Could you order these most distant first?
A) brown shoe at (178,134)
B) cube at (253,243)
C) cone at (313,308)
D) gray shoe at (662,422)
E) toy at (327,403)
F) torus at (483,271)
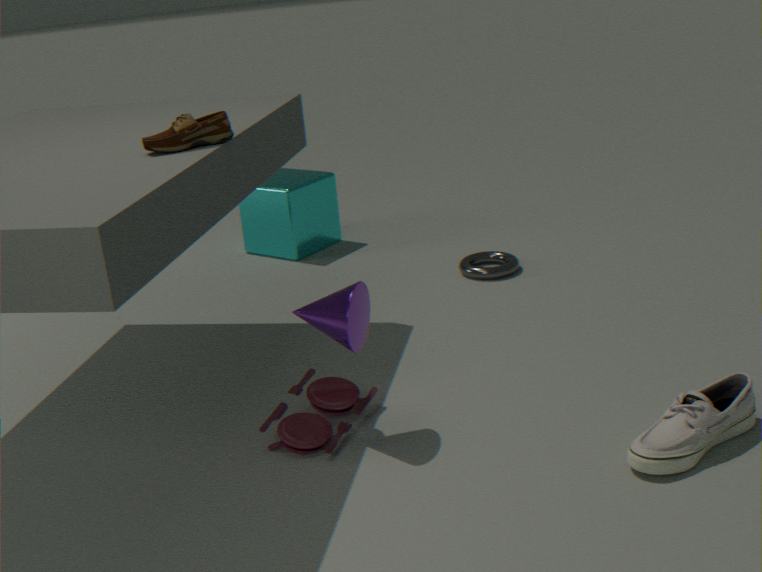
cube at (253,243), torus at (483,271), toy at (327,403), brown shoe at (178,134), cone at (313,308), gray shoe at (662,422)
